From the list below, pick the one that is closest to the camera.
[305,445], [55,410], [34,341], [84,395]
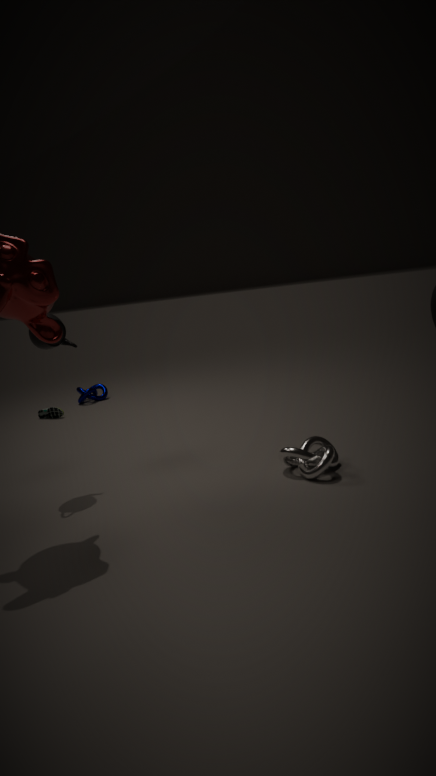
[305,445]
